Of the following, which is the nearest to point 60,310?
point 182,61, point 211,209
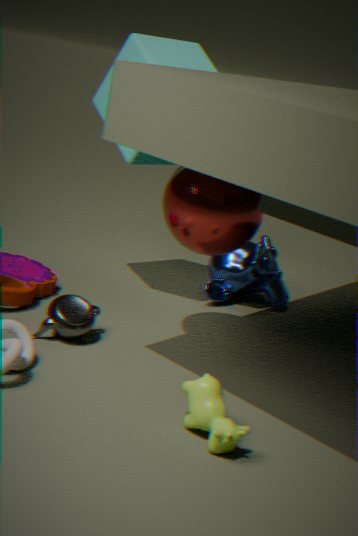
point 211,209
